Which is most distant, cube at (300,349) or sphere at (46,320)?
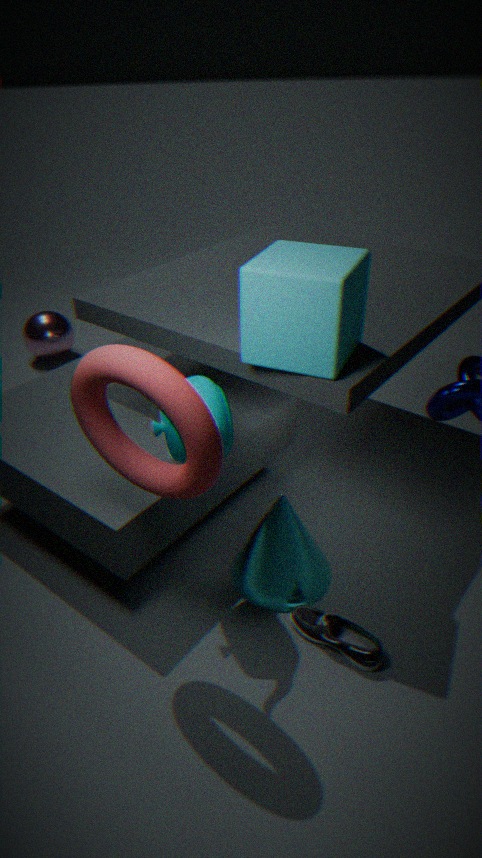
sphere at (46,320)
